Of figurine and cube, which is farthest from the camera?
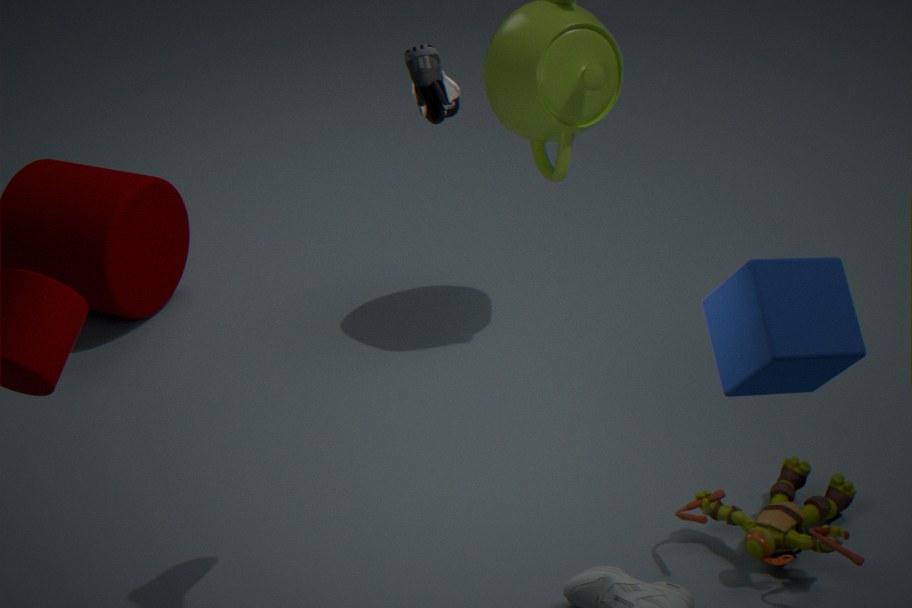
figurine
